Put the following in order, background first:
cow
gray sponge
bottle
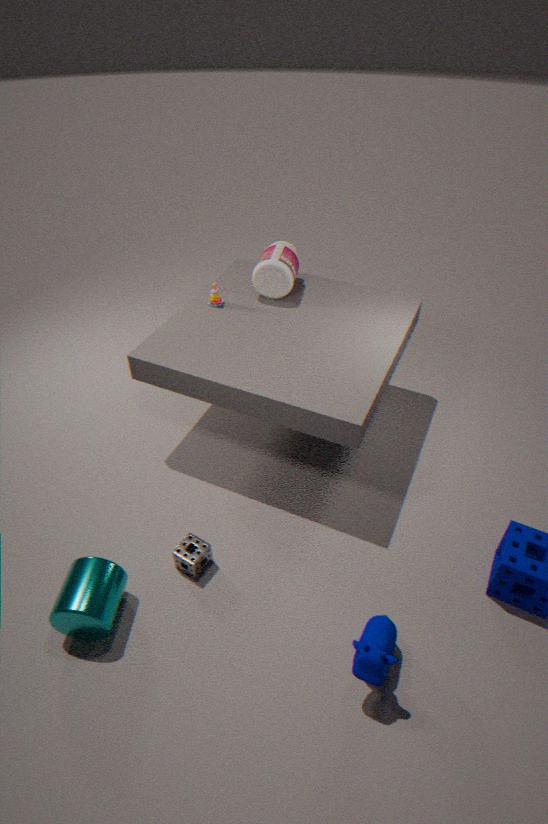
bottle → gray sponge → cow
